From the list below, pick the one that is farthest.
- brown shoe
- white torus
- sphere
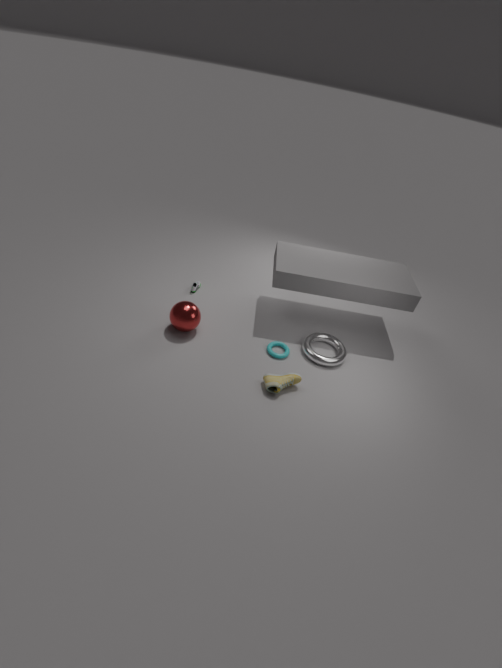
white torus
